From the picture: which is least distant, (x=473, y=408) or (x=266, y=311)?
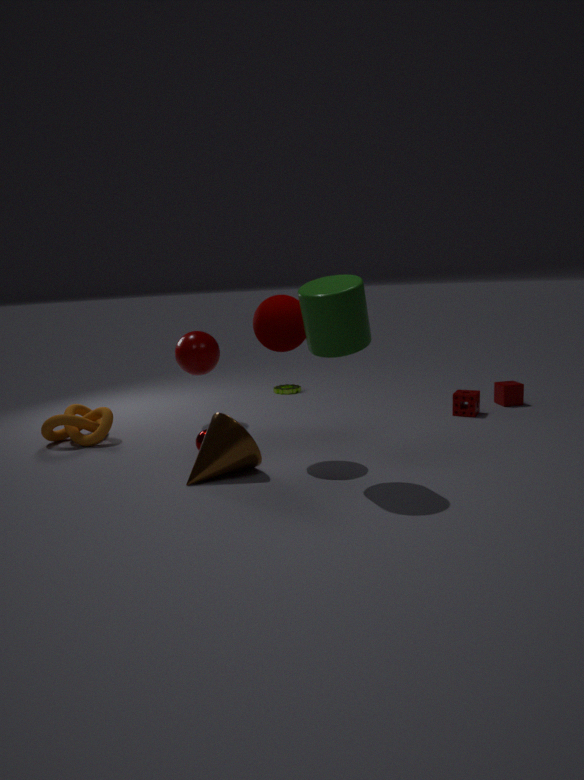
(x=266, y=311)
